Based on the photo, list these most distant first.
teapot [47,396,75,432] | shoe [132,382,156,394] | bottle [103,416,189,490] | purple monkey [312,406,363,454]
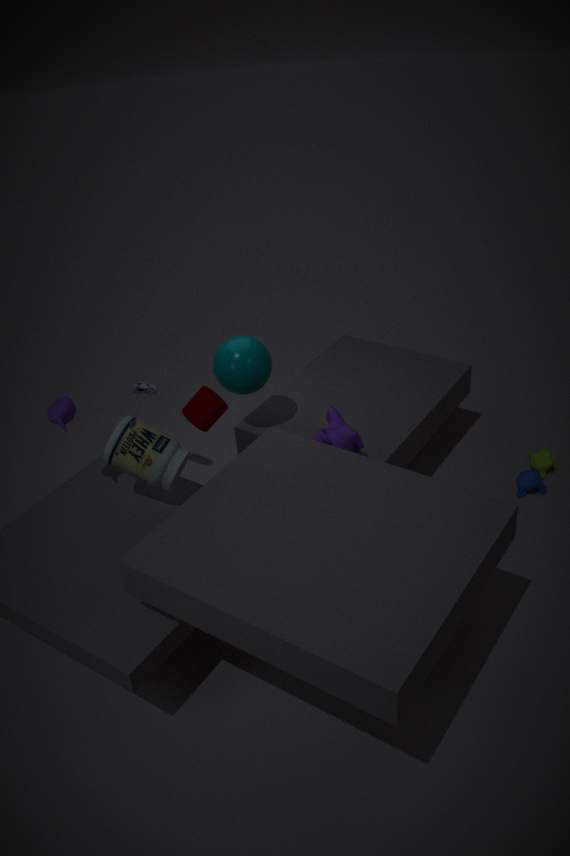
shoe [132,382,156,394]
purple monkey [312,406,363,454]
teapot [47,396,75,432]
bottle [103,416,189,490]
